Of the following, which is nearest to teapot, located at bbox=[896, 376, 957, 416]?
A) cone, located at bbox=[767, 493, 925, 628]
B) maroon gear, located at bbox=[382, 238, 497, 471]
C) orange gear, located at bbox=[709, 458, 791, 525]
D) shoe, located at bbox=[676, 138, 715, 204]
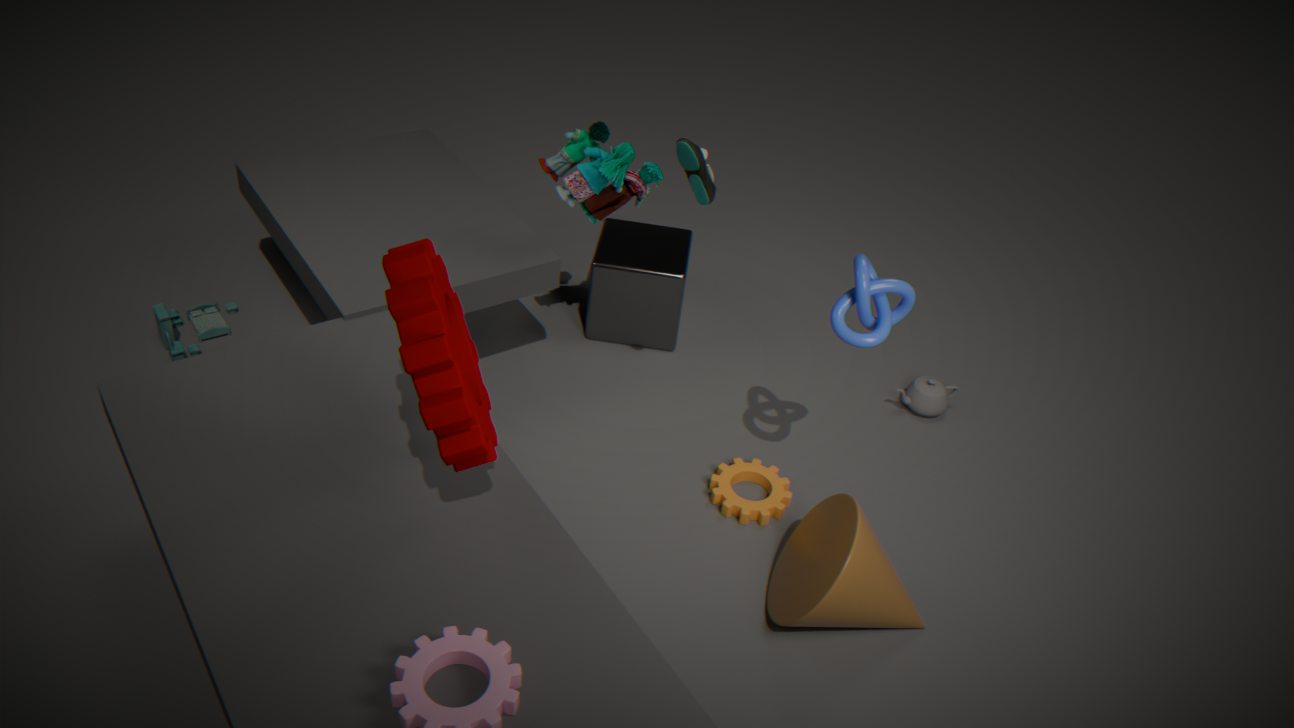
orange gear, located at bbox=[709, 458, 791, 525]
